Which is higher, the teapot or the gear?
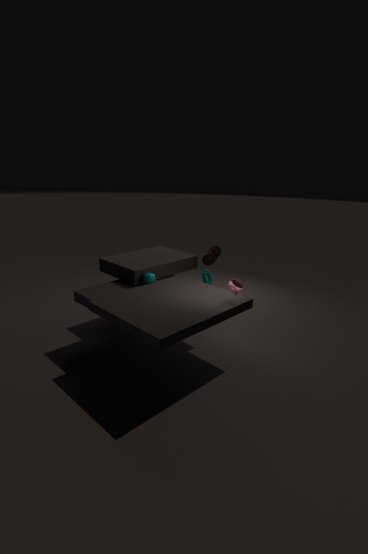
the teapot
